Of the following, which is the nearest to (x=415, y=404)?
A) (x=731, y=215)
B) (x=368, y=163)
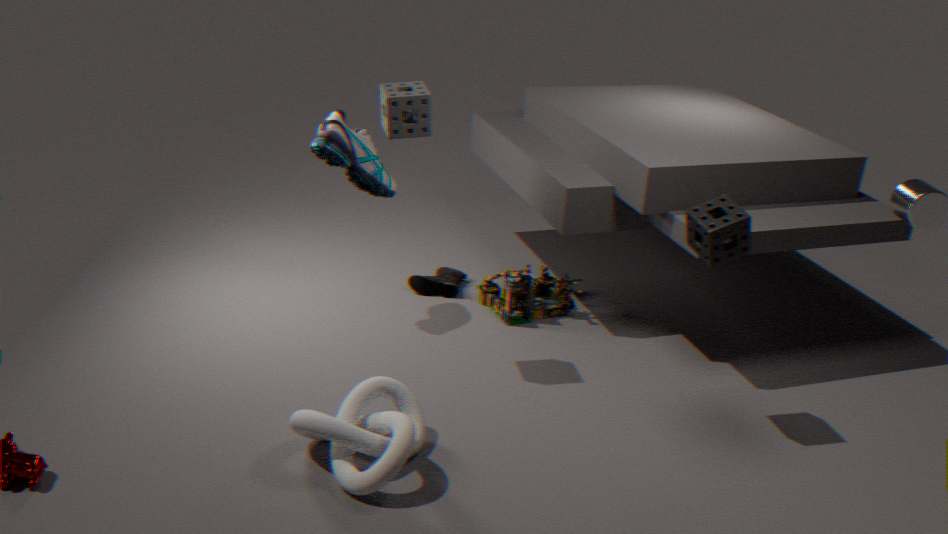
(x=368, y=163)
